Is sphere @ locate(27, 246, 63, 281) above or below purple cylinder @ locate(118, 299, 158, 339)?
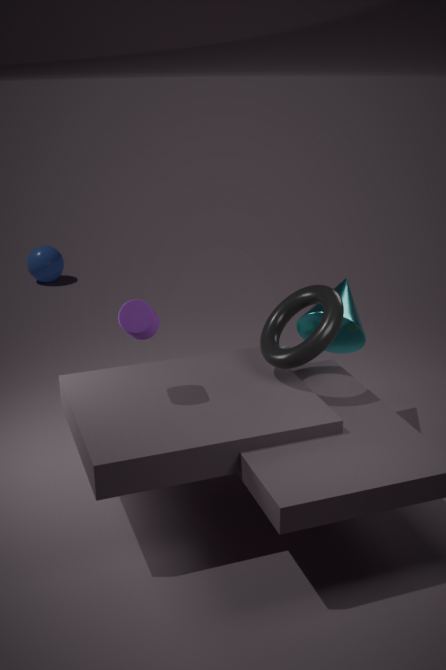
below
